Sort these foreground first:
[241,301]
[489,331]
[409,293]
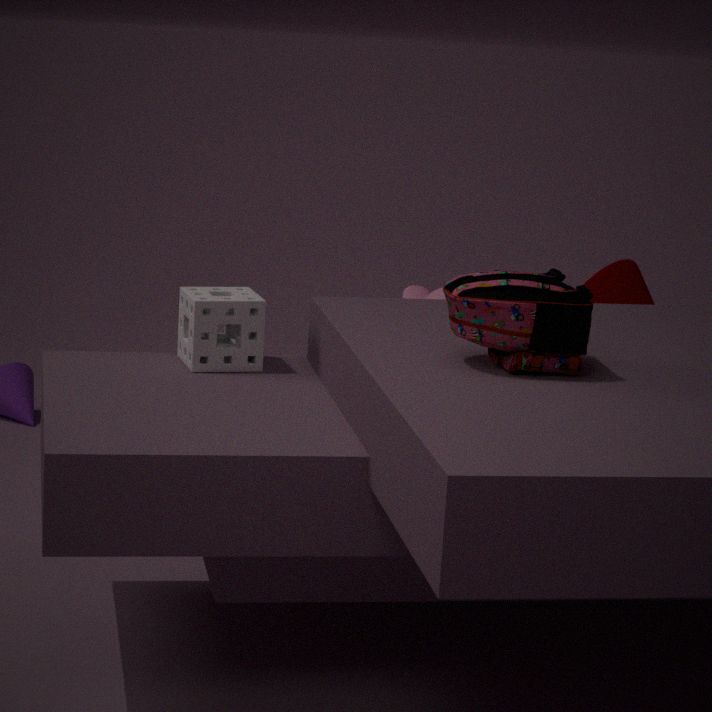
[489,331]
[241,301]
[409,293]
